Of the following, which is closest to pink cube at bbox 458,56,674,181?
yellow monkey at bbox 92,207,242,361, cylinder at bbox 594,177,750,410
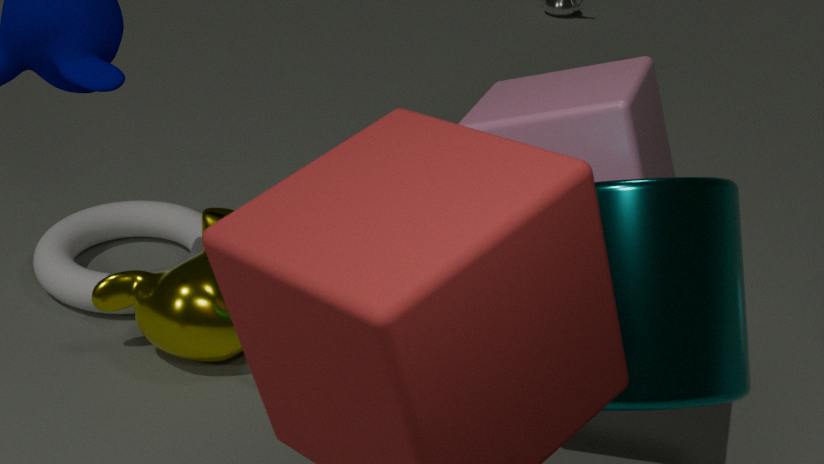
cylinder at bbox 594,177,750,410
